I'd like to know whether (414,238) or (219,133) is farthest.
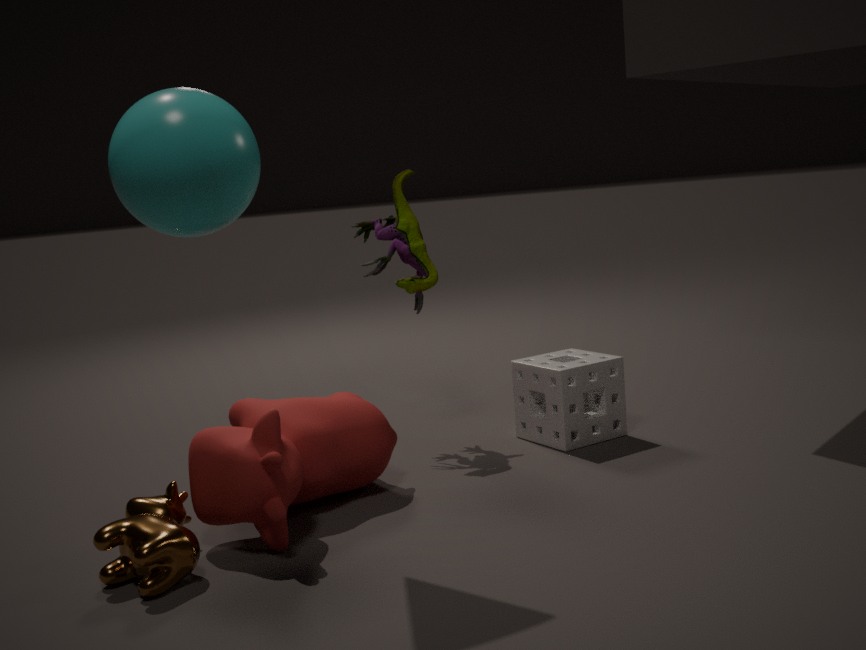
(414,238)
